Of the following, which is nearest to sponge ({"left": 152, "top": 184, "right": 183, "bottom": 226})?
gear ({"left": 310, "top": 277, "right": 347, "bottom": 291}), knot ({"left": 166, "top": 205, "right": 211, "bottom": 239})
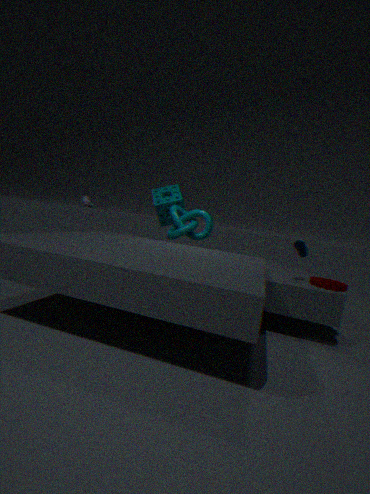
knot ({"left": 166, "top": 205, "right": 211, "bottom": 239})
